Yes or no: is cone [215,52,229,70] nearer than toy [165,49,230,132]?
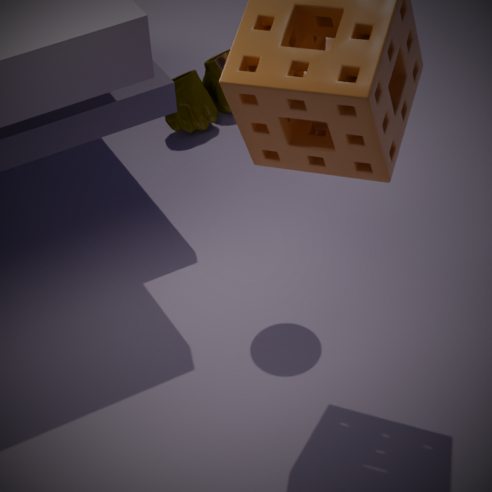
Yes
